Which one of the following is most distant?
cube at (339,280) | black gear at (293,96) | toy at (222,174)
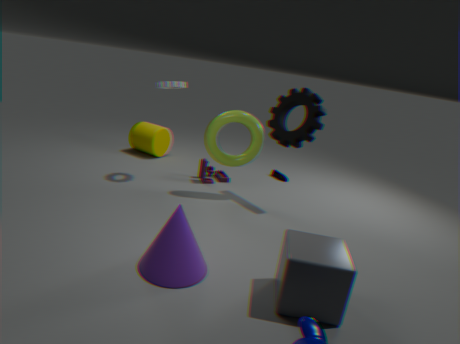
toy at (222,174)
